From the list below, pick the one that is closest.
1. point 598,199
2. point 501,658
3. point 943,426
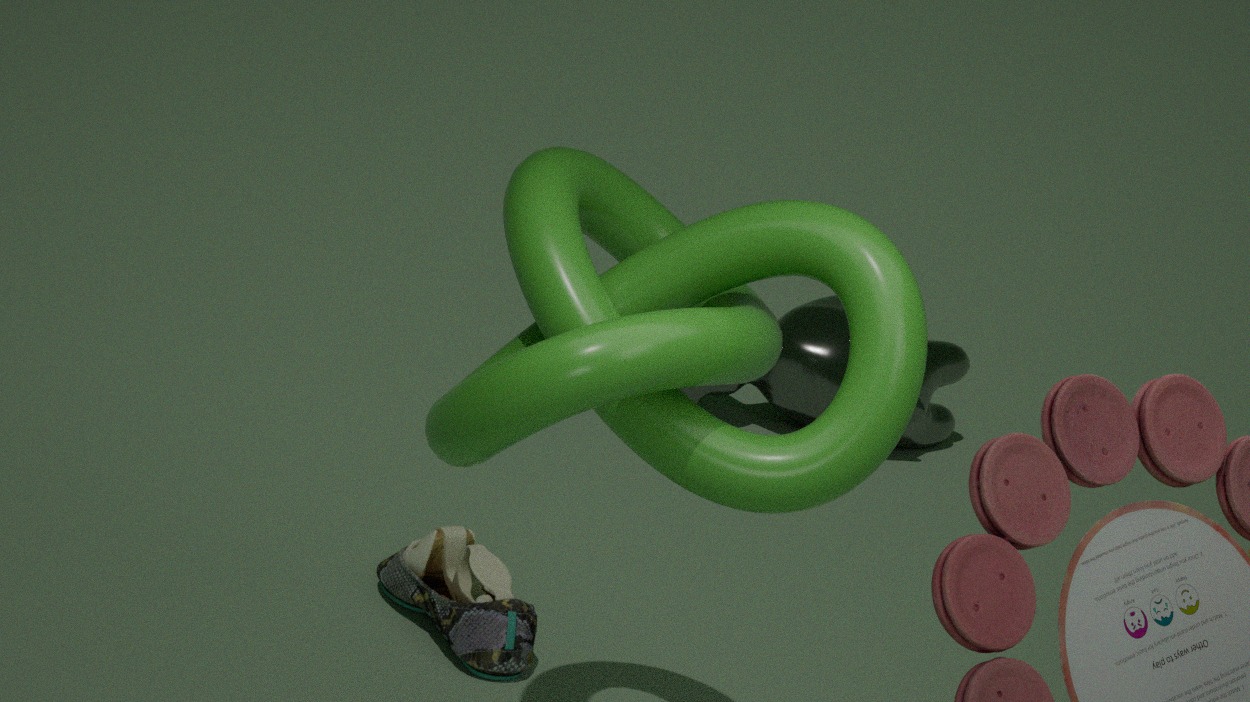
point 598,199
